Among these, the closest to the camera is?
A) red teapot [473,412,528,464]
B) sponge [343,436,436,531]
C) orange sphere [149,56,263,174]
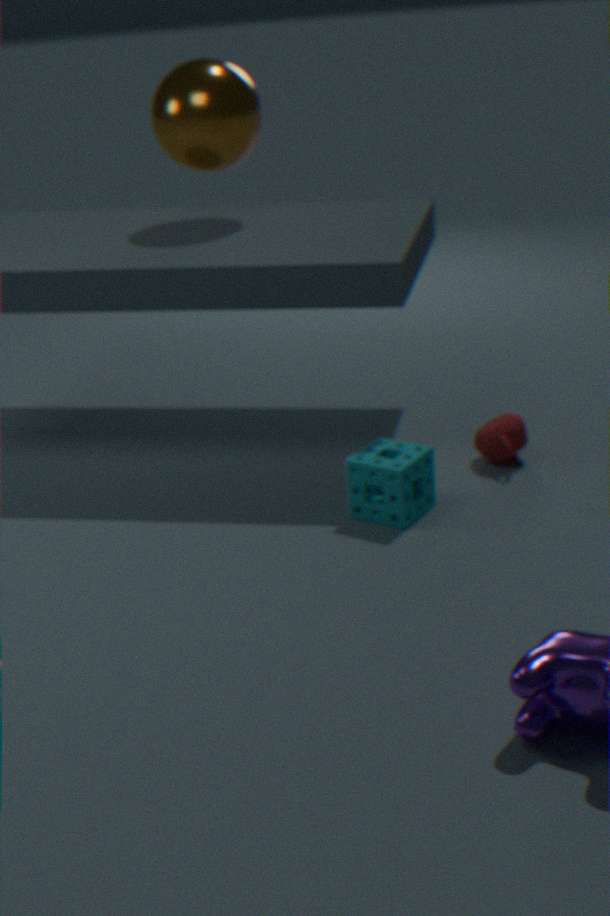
sponge [343,436,436,531]
